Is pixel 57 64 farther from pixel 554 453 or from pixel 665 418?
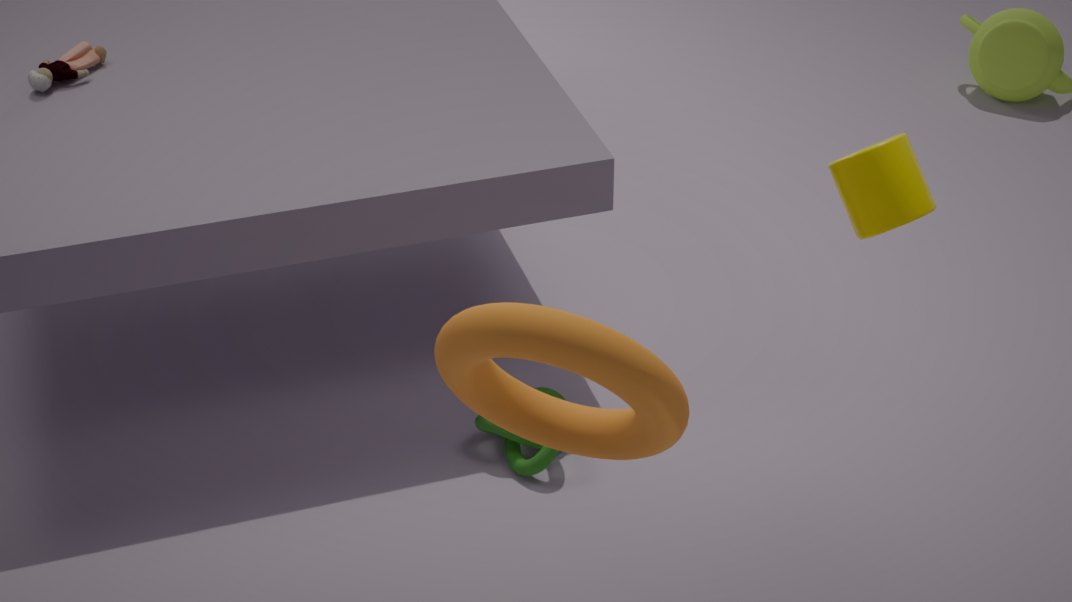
pixel 665 418
